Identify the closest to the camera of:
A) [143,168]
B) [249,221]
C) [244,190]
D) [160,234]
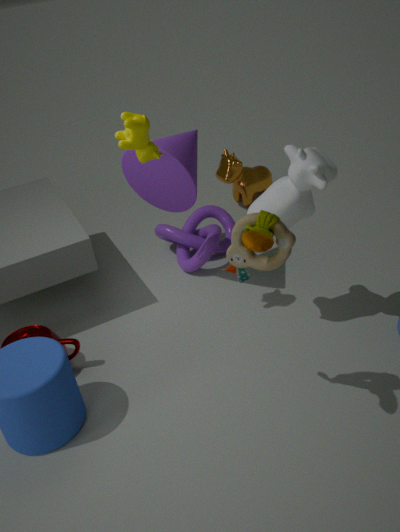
[249,221]
